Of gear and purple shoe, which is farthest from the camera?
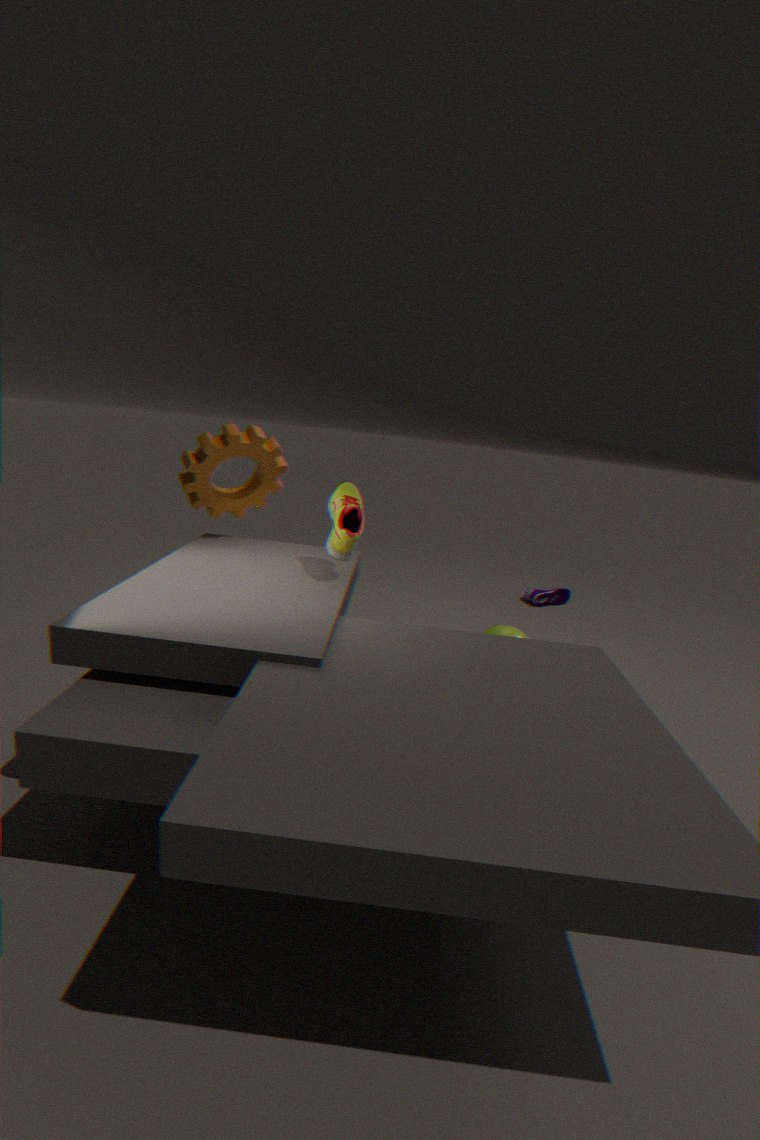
purple shoe
